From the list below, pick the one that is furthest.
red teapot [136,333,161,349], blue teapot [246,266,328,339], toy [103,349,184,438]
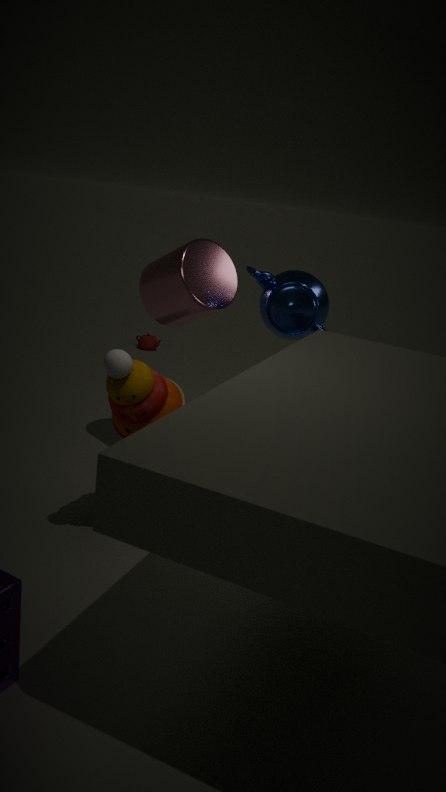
red teapot [136,333,161,349]
